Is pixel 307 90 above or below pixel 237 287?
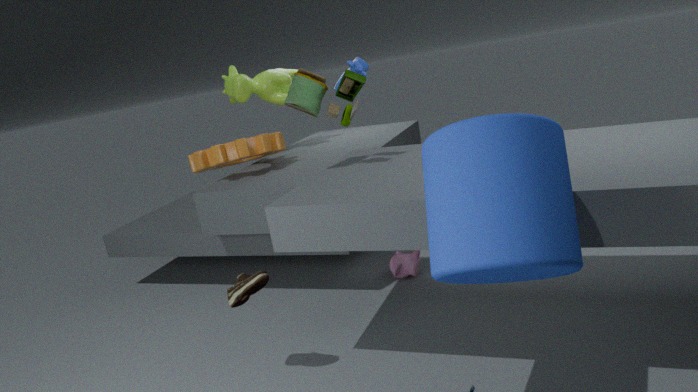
above
